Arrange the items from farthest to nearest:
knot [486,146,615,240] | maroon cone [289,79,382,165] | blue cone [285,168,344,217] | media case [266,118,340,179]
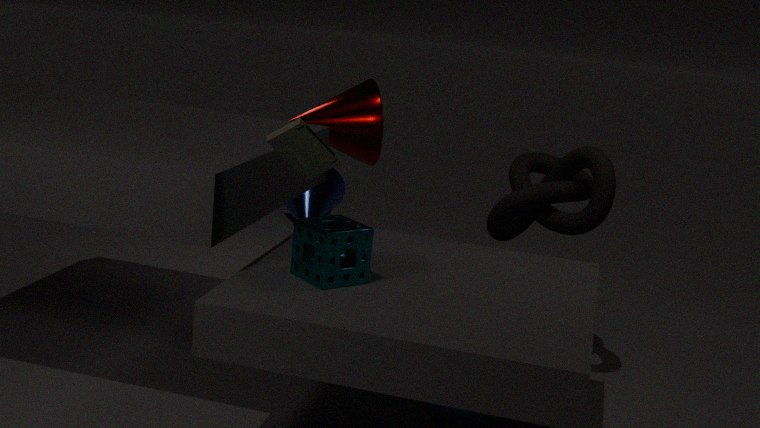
blue cone [285,168,344,217], maroon cone [289,79,382,165], knot [486,146,615,240], media case [266,118,340,179]
